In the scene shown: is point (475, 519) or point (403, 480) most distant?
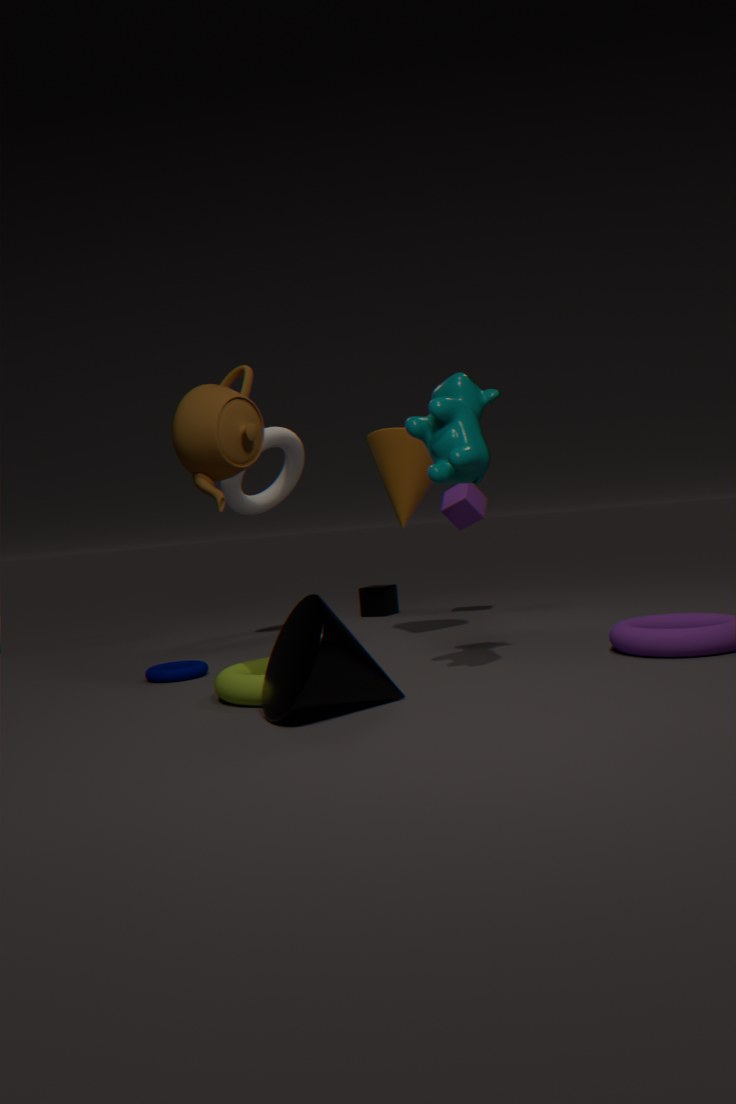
point (475, 519)
